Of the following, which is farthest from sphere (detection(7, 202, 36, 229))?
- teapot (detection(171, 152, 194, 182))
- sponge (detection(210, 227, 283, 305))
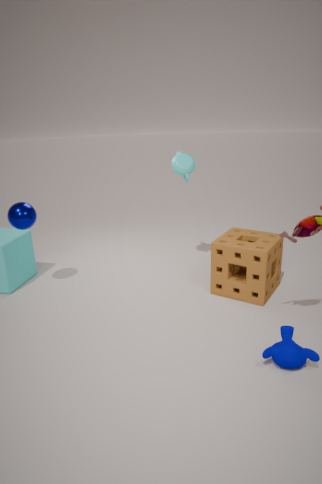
sponge (detection(210, 227, 283, 305))
